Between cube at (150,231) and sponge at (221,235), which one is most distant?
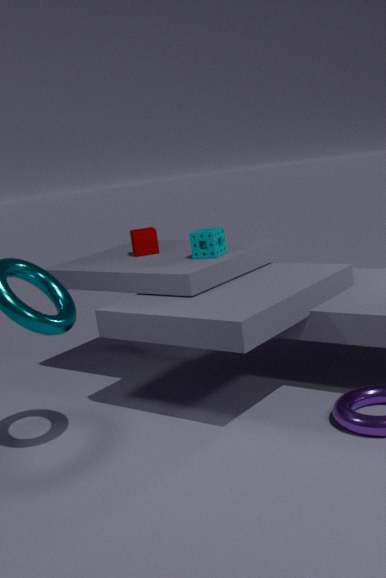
cube at (150,231)
